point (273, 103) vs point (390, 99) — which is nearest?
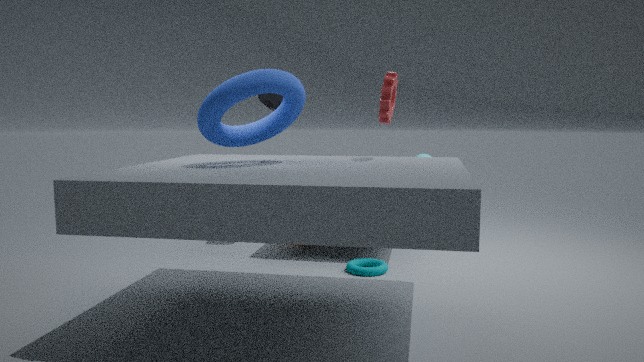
point (390, 99)
